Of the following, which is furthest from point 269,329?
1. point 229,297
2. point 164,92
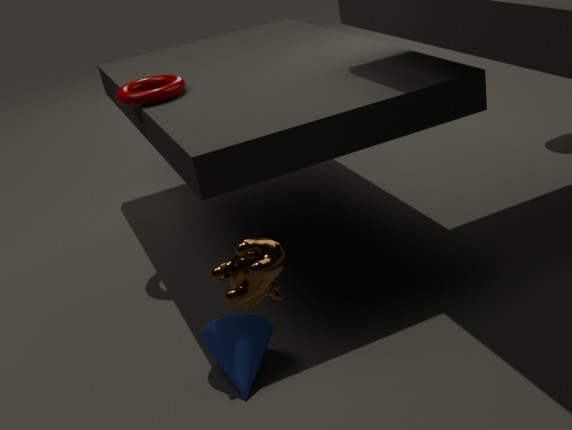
point 164,92
